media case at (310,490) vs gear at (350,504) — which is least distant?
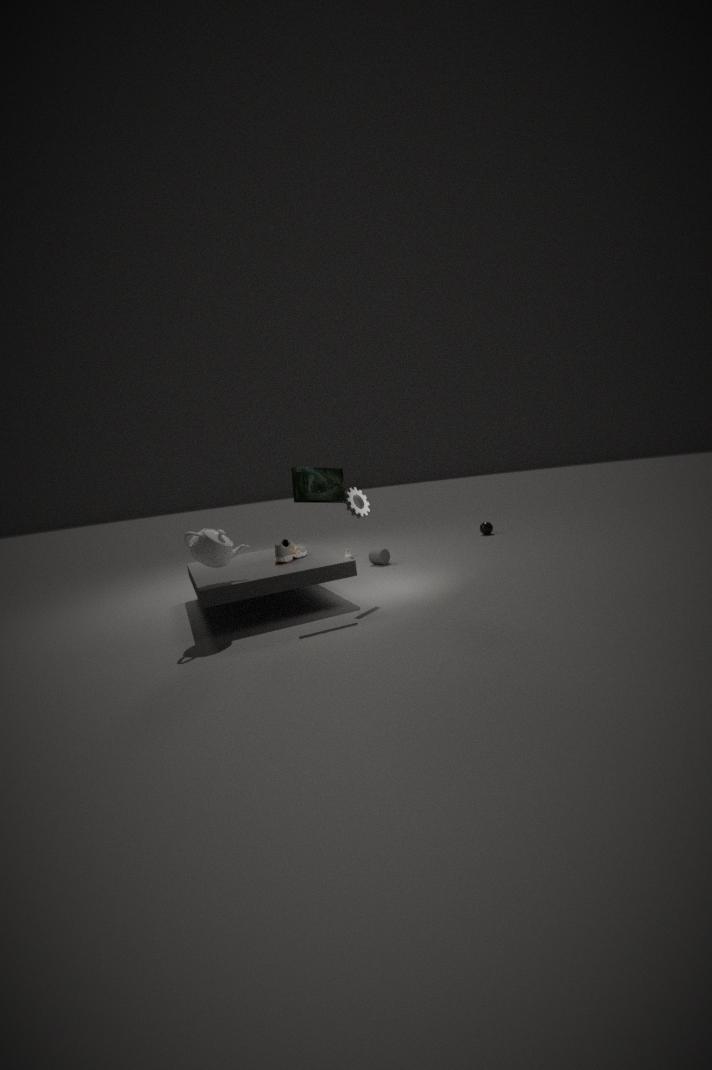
media case at (310,490)
